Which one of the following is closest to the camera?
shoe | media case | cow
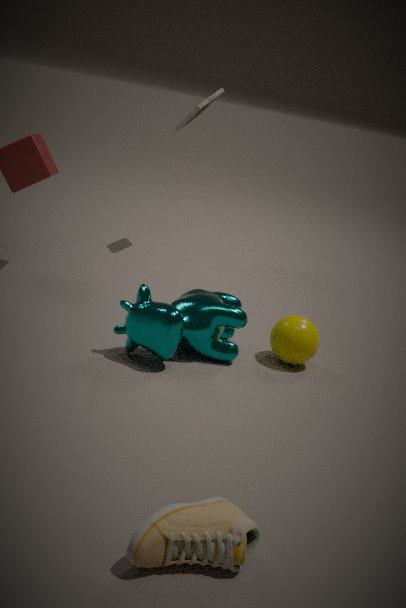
shoe
